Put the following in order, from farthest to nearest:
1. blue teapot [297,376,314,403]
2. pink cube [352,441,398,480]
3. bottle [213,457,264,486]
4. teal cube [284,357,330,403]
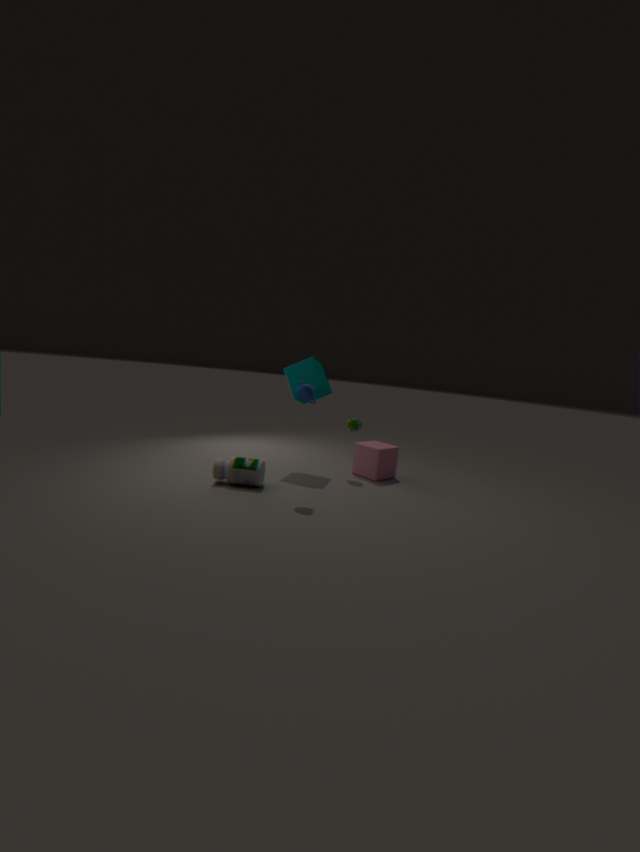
pink cube [352,441,398,480] → teal cube [284,357,330,403] → bottle [213,457,264,486] → blue teapot [297,376,314,403]
